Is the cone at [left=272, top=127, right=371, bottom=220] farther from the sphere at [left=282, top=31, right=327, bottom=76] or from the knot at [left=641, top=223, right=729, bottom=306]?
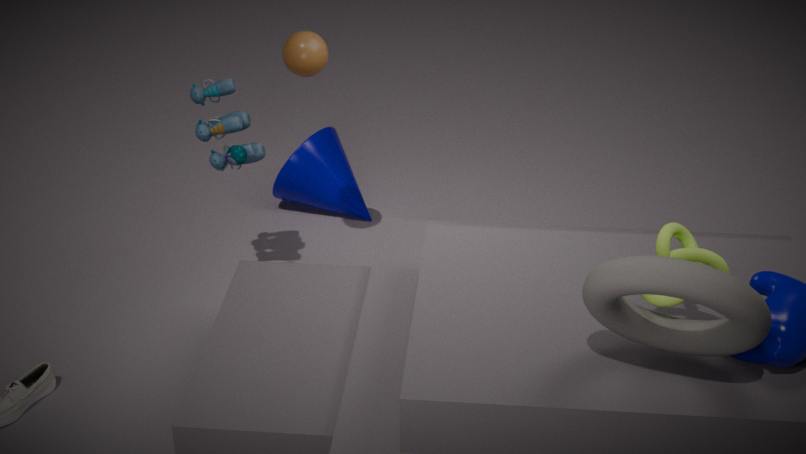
the knot at [left=641, top=223, right=729, bottom=306]
